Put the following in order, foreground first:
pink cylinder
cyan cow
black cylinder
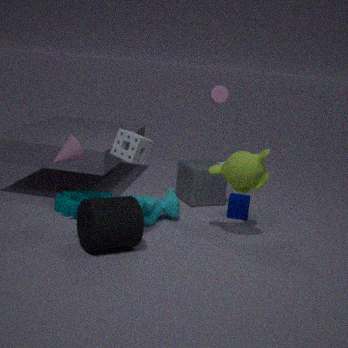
black cylinder → cyan cow → pink cylinder
